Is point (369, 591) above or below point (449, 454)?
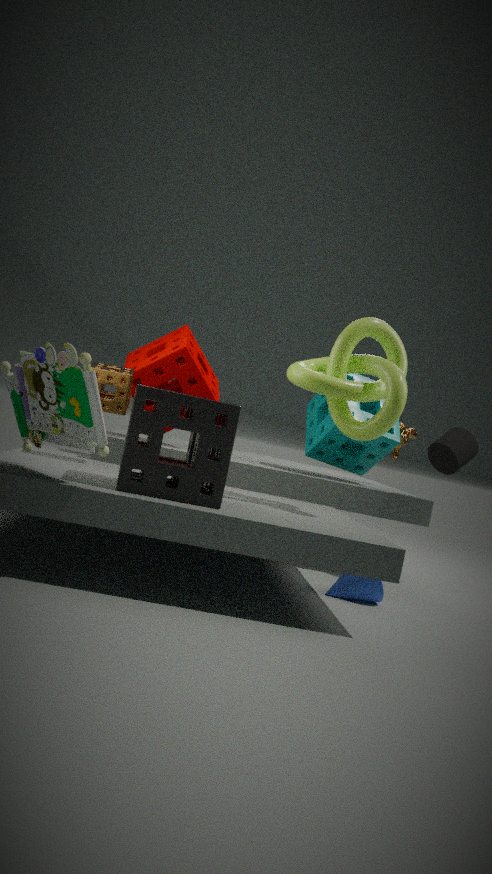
below
